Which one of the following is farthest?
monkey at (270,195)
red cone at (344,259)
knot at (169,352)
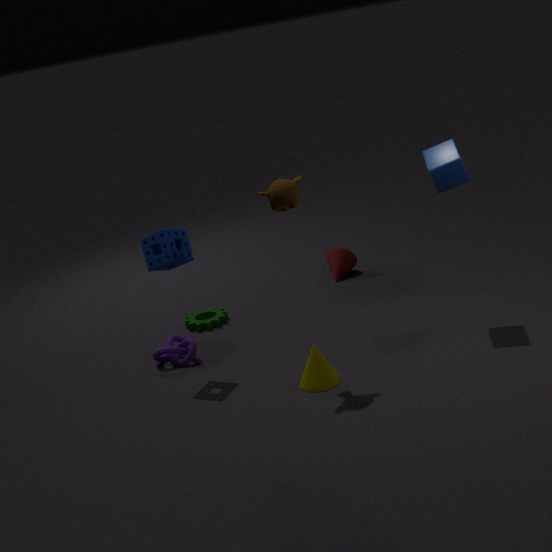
red cone at (344,259)
